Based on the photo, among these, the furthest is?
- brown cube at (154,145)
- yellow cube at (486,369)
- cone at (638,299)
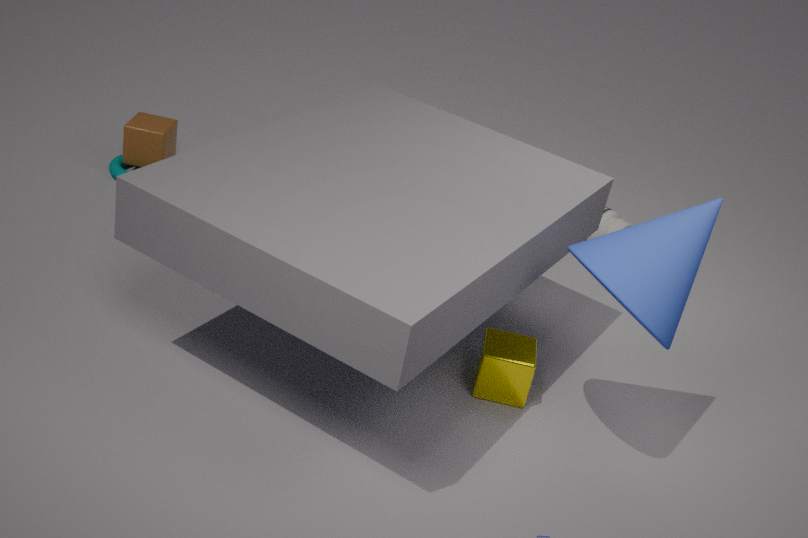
brown cube at (154,145)
